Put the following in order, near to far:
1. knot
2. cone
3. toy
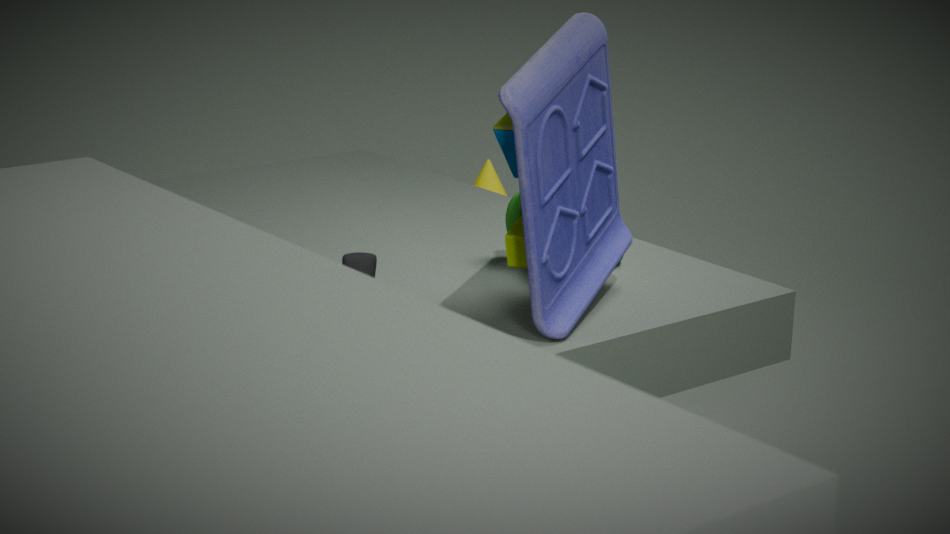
toy → knot → cone
